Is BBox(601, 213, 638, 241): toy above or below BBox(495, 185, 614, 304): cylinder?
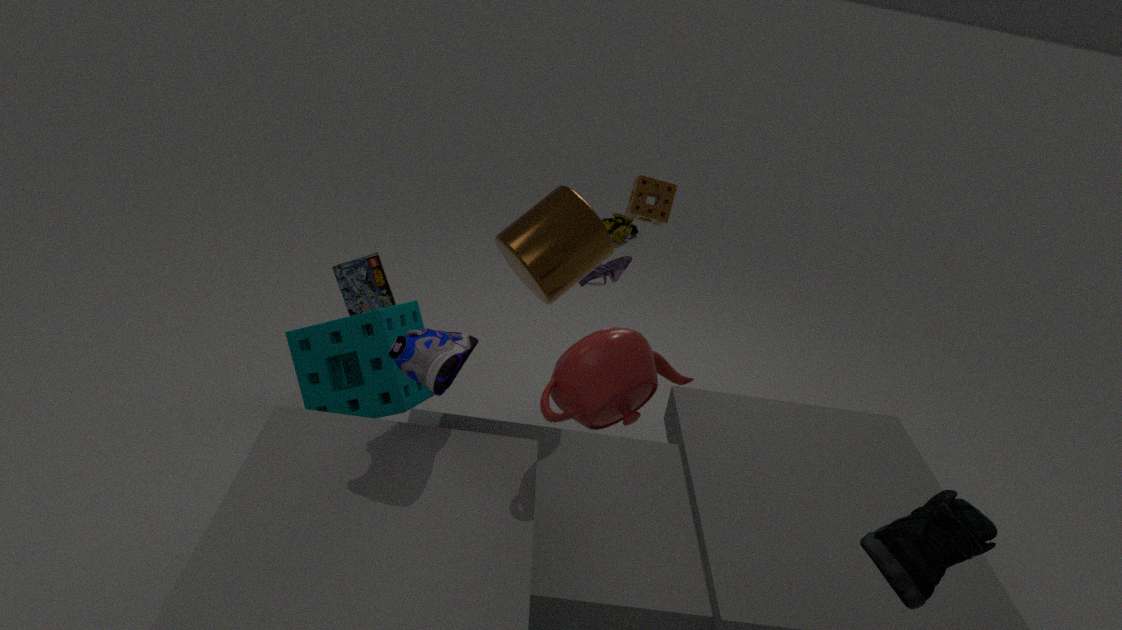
below
